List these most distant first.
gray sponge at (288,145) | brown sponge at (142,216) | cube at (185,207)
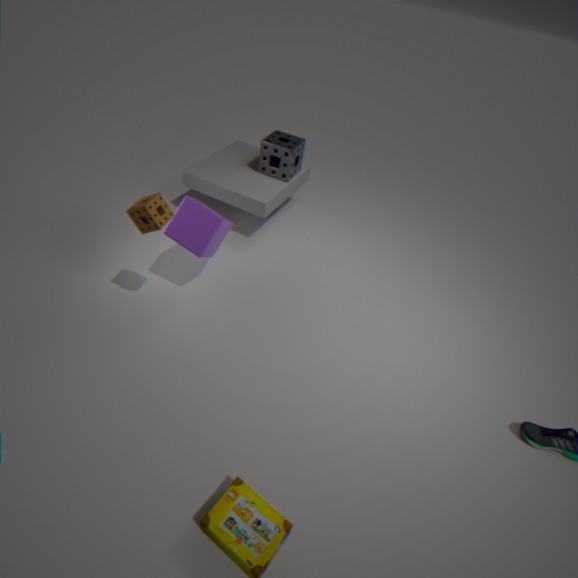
1. gray sponge at (288,145)
2. cube at (185,207)
3. brown sponge at (142,216)
